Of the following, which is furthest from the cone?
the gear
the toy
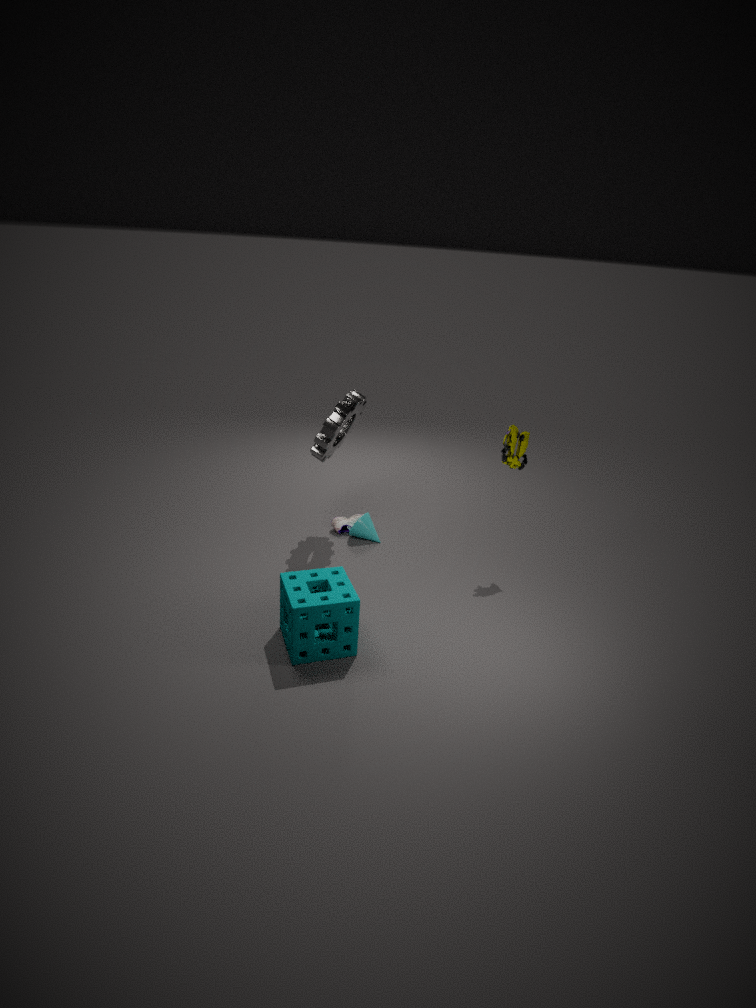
the toy
